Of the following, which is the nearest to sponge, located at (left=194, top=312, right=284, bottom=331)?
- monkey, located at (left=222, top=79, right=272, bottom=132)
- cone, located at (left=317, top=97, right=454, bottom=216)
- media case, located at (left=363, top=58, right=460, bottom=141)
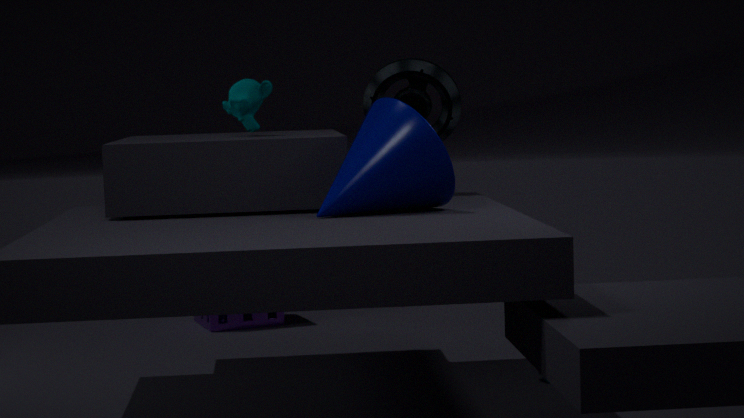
media case, located at (left=363, top=58, right=460, bottom=141)
